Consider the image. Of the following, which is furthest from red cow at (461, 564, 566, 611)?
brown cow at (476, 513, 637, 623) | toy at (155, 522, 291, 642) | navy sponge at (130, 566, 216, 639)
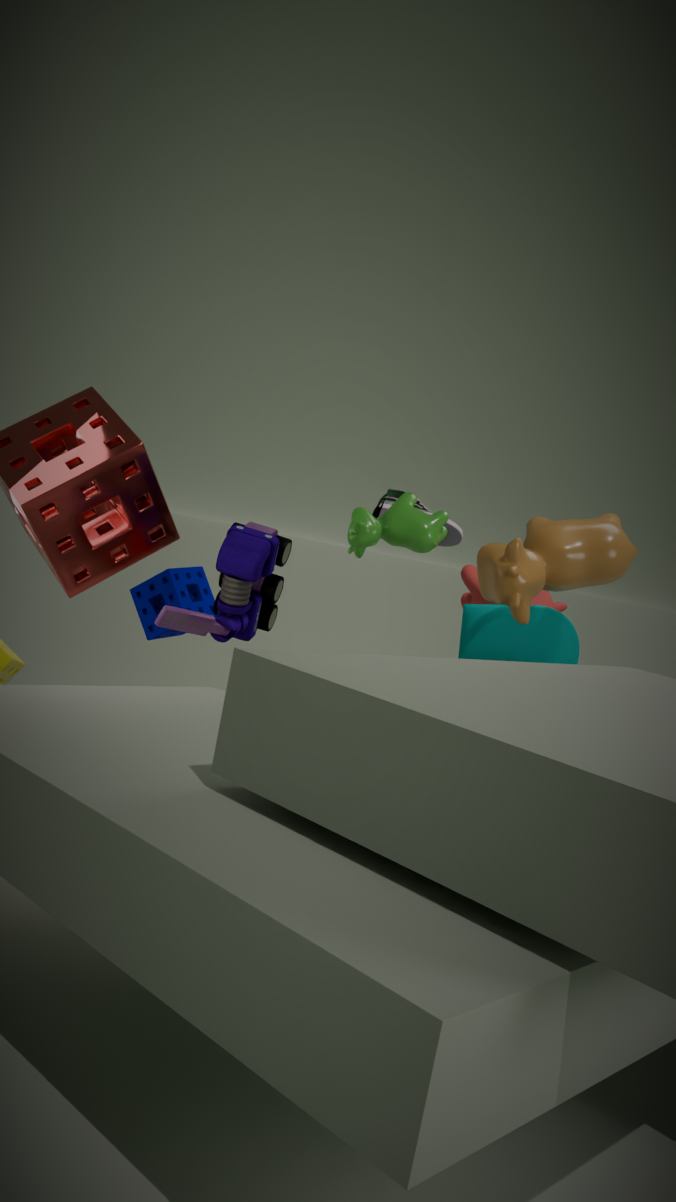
toy at (155, 522, 291, 642)
